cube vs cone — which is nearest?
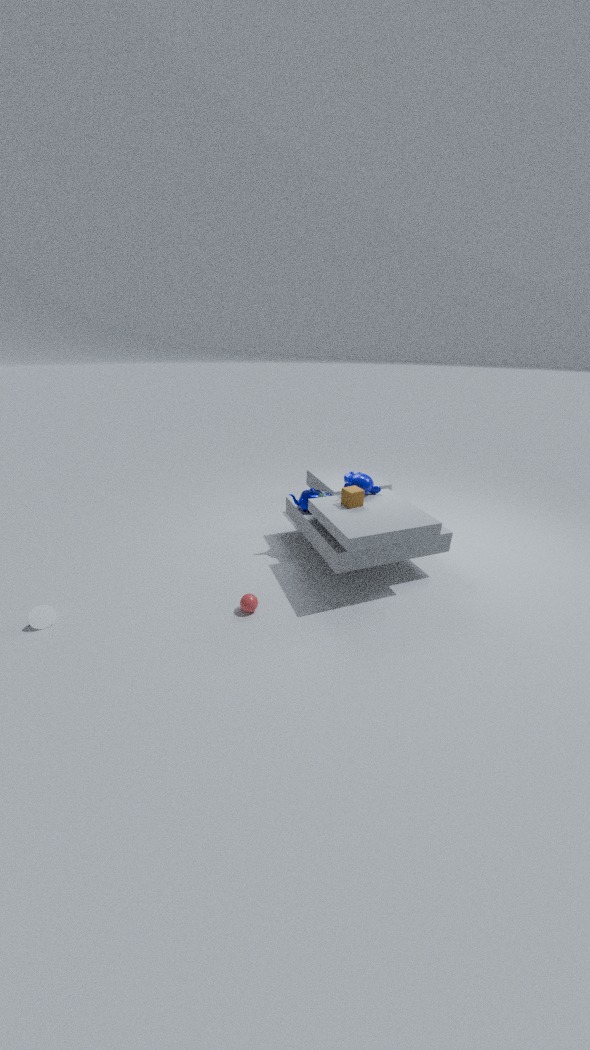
cone
